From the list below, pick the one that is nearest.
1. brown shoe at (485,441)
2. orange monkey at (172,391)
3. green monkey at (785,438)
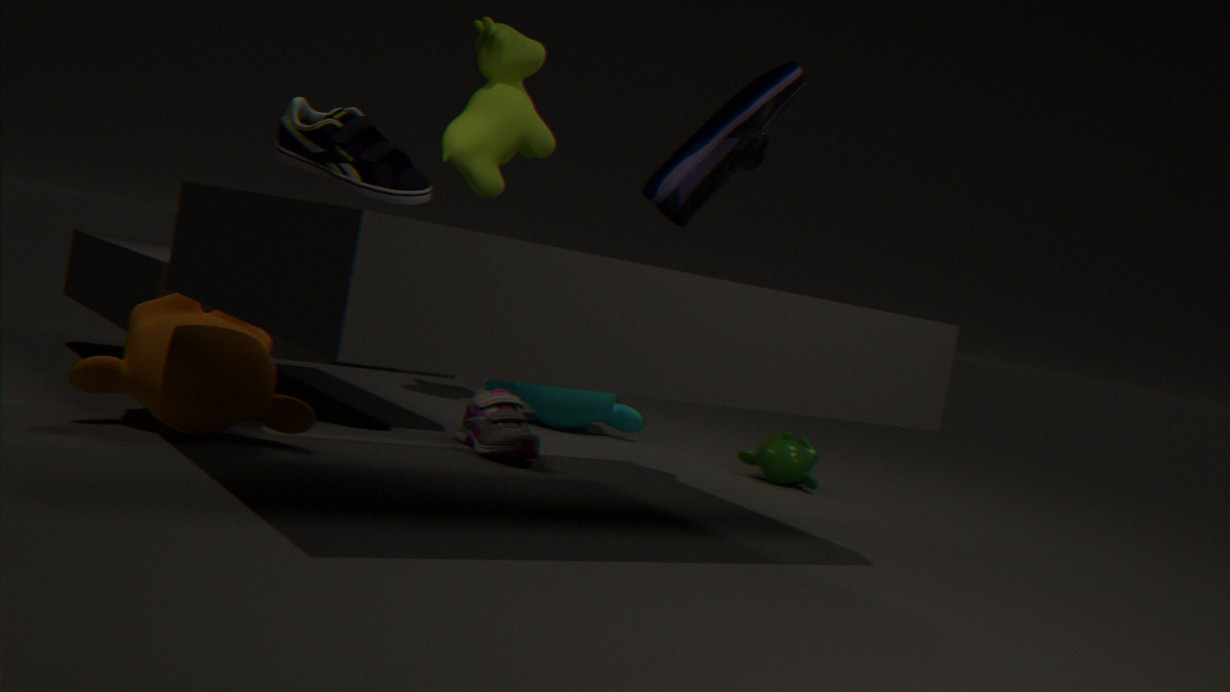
orange monkey at (172,391)
